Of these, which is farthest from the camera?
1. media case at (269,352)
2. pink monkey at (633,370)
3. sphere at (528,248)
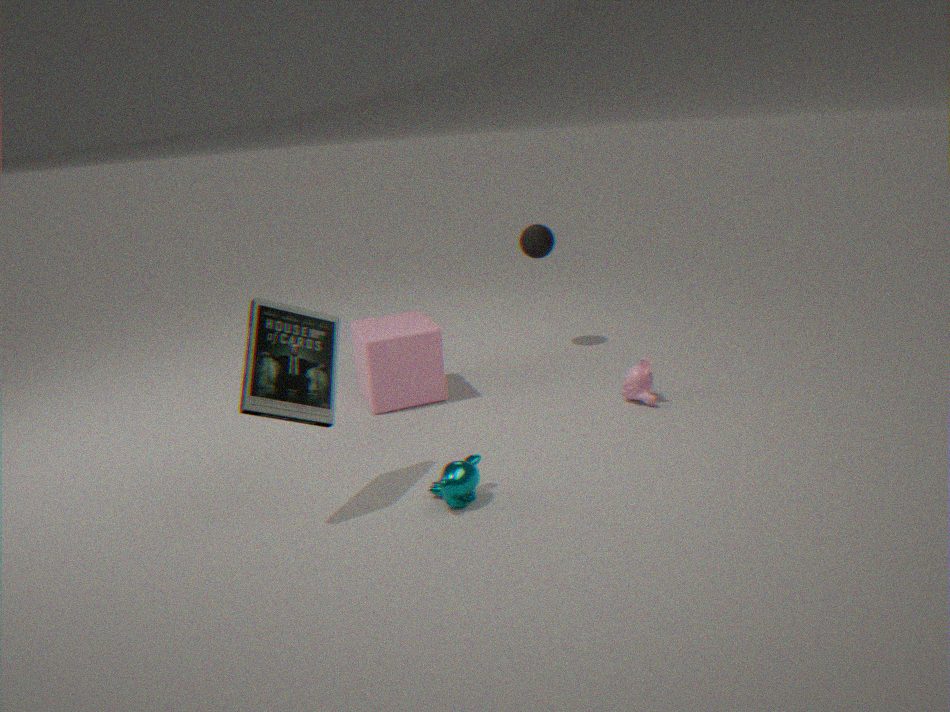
sphere at (528,248)
